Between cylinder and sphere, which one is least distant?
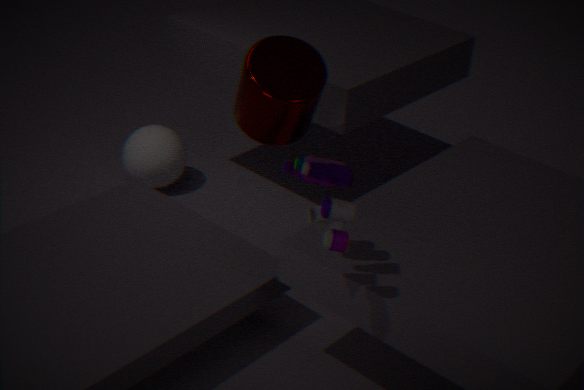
cylinder
